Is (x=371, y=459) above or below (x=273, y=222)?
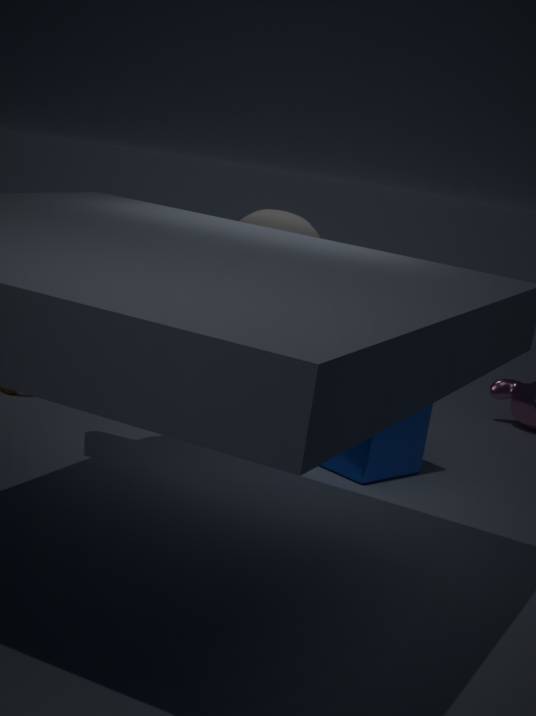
below
